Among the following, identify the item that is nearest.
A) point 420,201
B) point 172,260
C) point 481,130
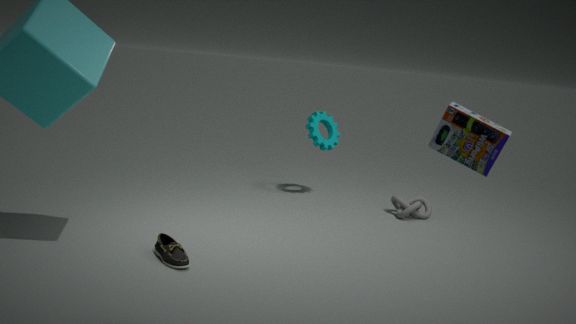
point 481,130
